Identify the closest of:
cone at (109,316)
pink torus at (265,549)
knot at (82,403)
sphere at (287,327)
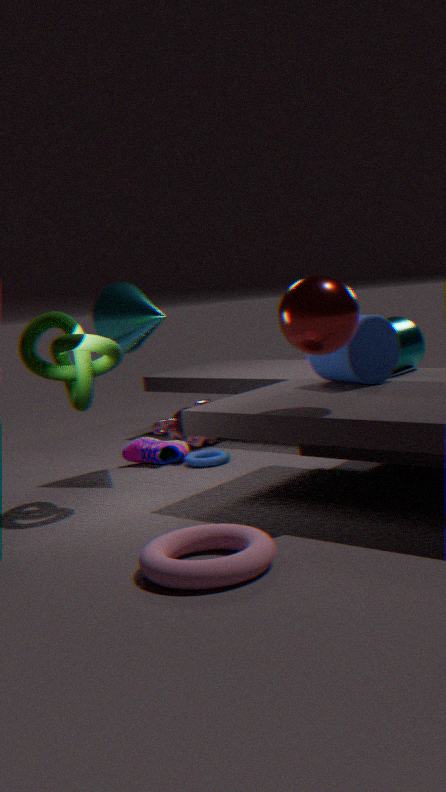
pink torus at (265,549)
